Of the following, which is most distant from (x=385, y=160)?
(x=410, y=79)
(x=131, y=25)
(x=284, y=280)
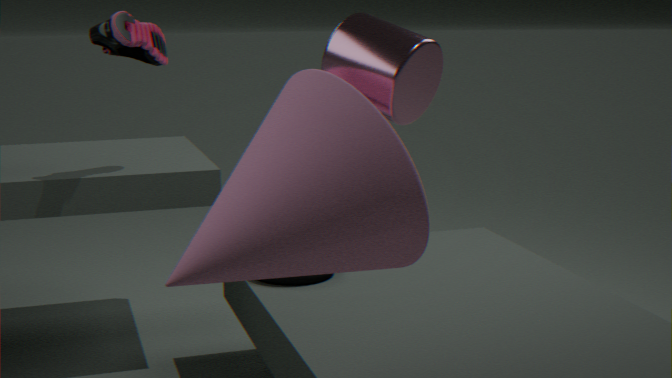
(x=131, y=25)
